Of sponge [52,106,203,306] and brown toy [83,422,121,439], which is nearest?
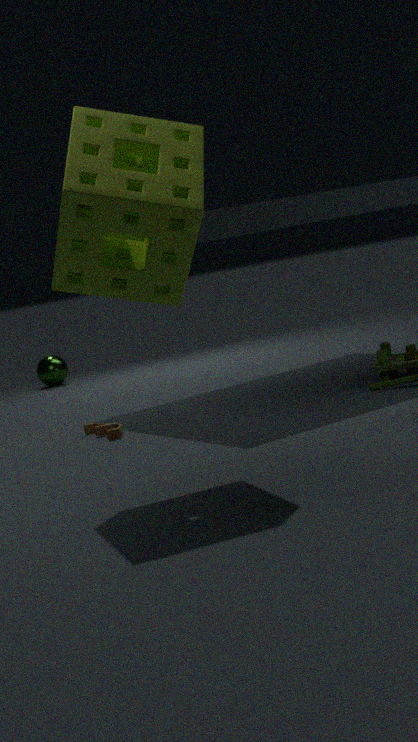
sponge [52,106,203,306]
